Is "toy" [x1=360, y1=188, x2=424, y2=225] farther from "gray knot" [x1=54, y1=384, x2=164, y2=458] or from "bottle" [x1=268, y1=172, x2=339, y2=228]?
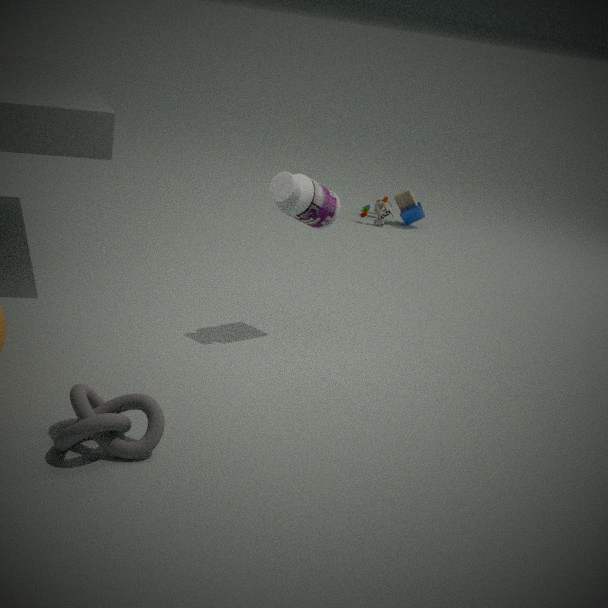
"gray knot" [x1=54, y1=384, x2=164, y2=458]
